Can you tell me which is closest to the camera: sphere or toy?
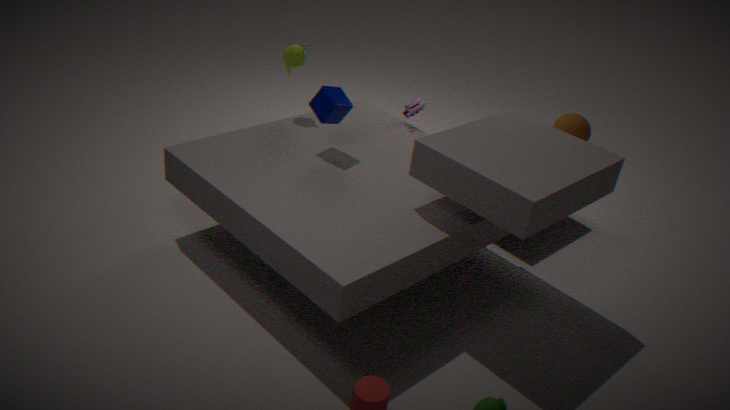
toy
